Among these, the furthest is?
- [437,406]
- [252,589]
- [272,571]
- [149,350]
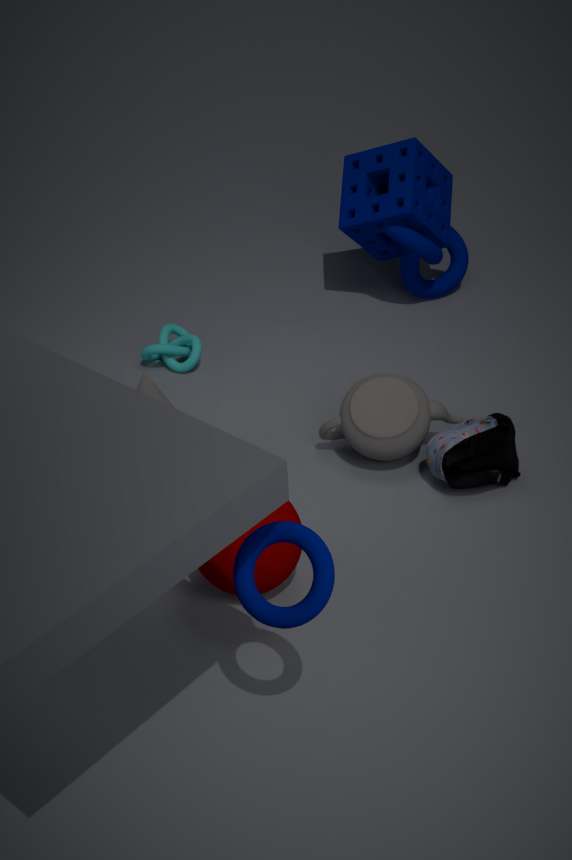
[149,350]
